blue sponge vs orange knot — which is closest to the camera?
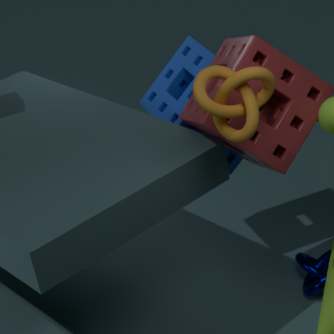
orange knot
